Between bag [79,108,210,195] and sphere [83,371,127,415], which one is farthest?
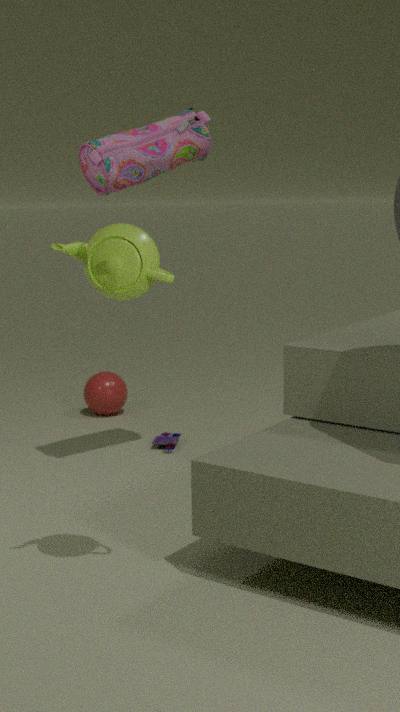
sphere [83,371,127,415]
